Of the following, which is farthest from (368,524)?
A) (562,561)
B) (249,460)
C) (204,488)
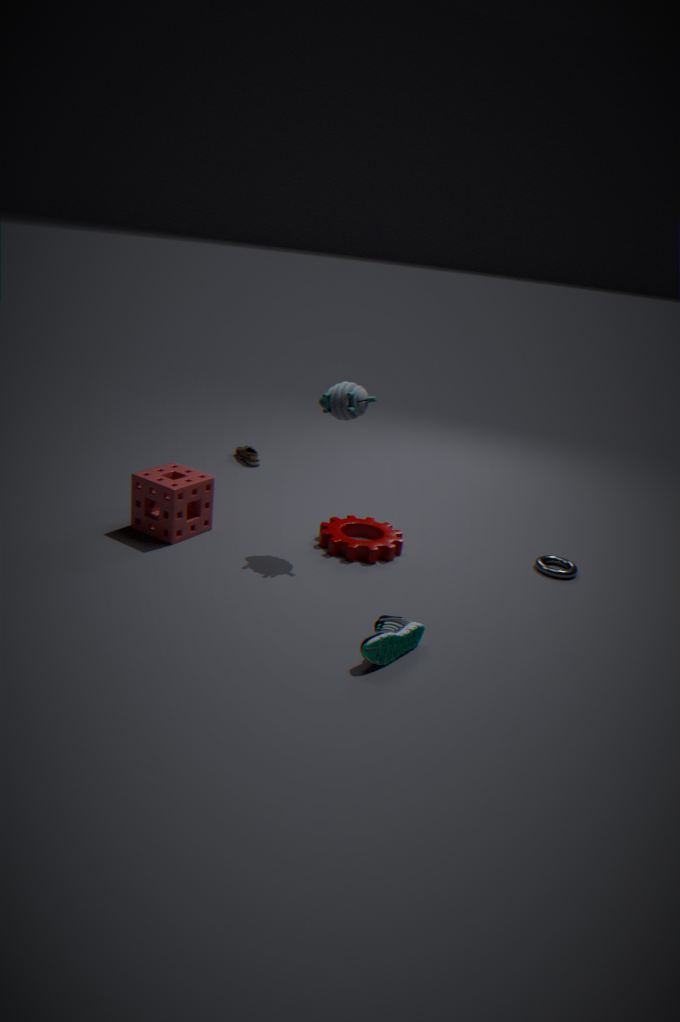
(249,460)
